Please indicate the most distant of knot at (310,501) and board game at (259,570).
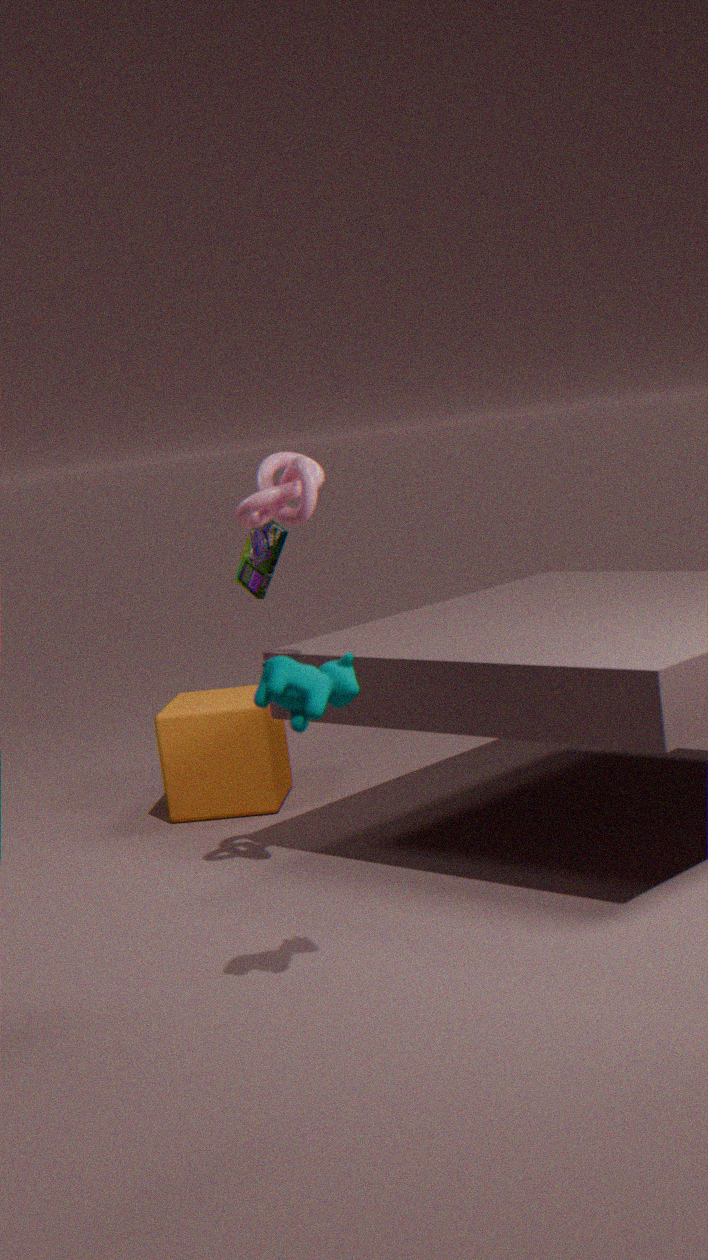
board game at (259,570)
